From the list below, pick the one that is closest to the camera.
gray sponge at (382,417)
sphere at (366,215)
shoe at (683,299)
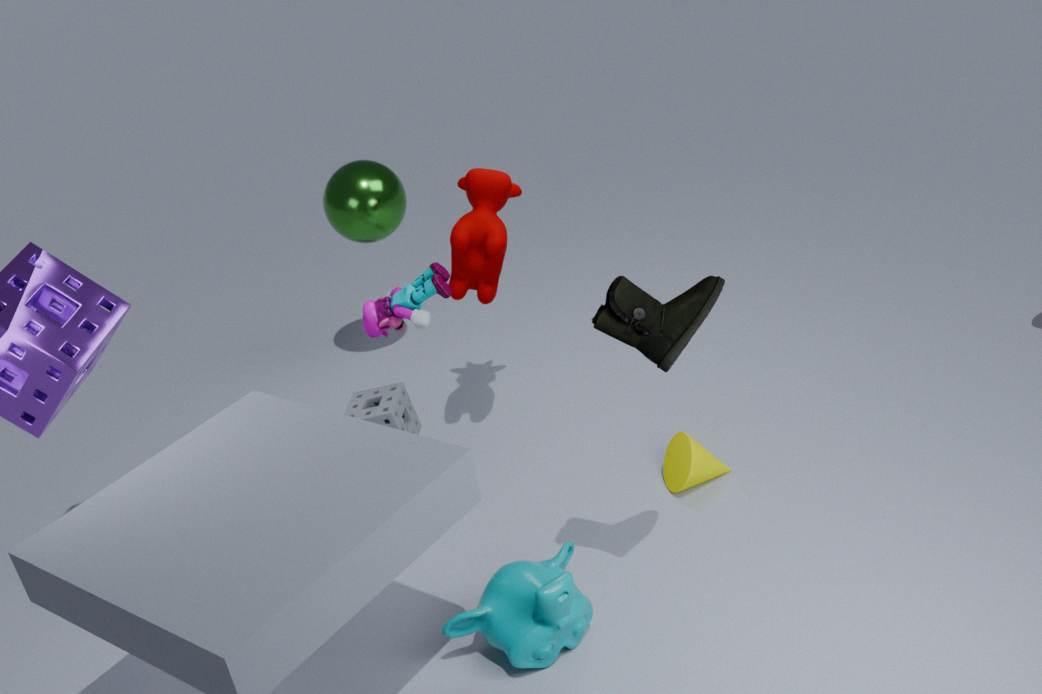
shoe at (683,299)
